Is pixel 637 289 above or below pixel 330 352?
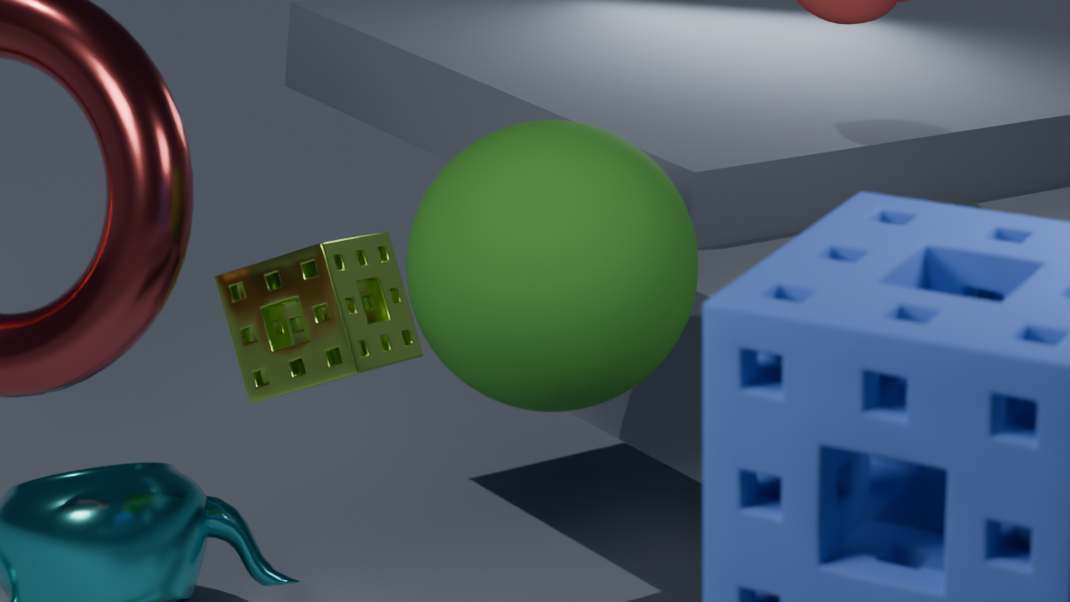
above
